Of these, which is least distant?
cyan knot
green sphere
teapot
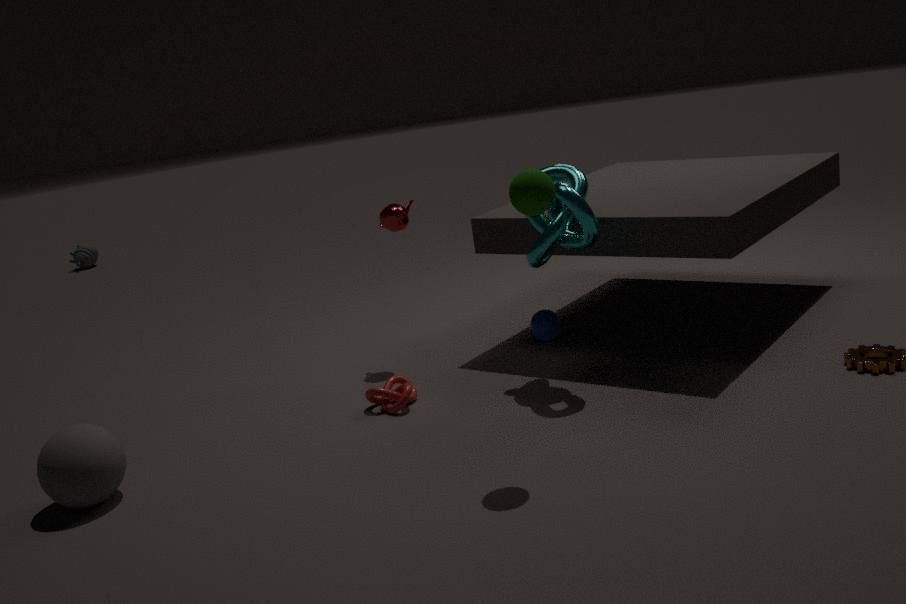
green sphere
